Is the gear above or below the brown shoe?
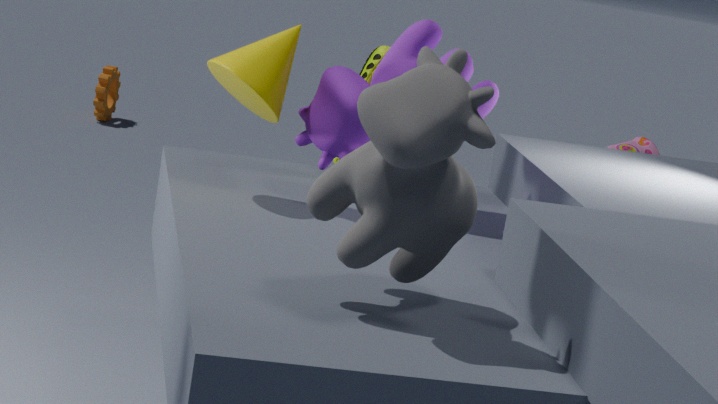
below
